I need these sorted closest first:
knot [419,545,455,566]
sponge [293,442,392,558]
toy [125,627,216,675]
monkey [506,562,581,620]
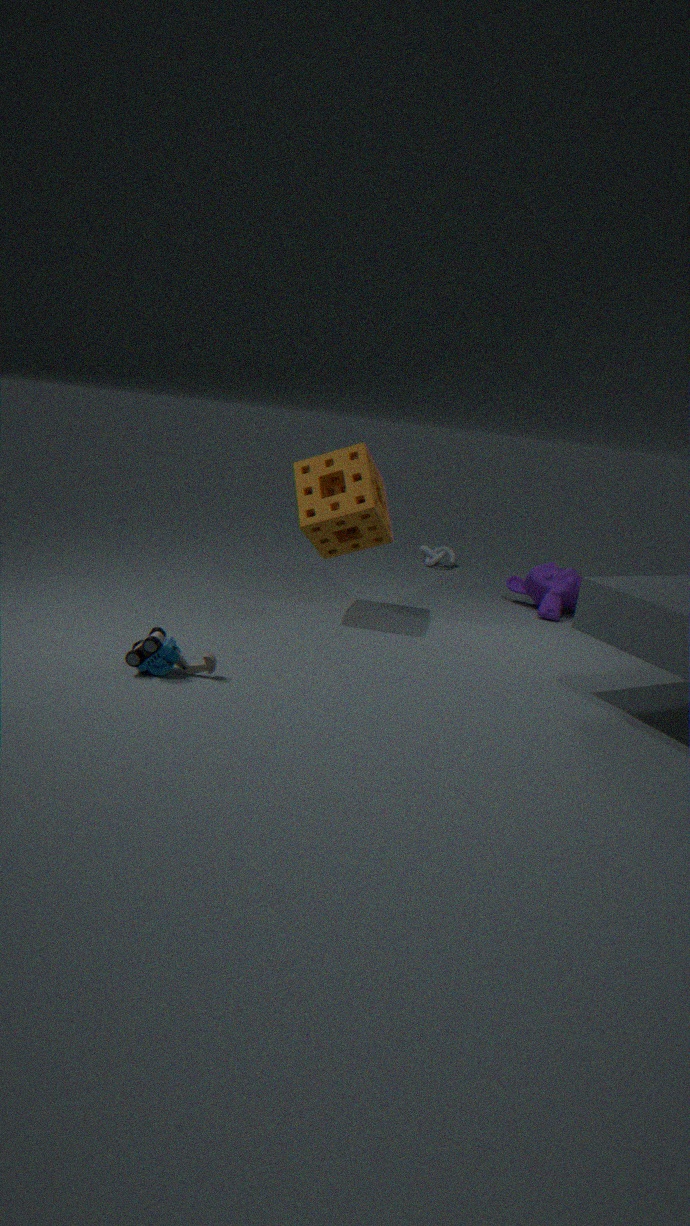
toy [125,627,216,675]
sponge [293,442,392,558]
monkey [506,562,581,620]
knot [419,545,455,566]
